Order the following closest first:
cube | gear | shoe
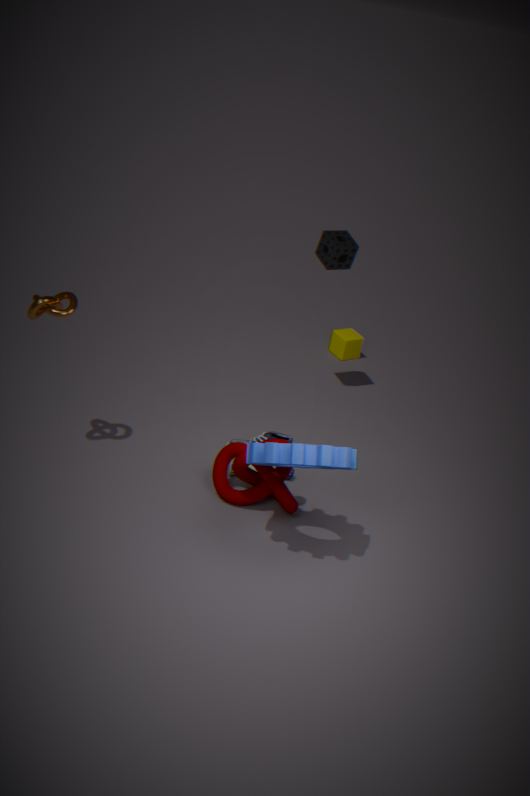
gear
shoe
cube
